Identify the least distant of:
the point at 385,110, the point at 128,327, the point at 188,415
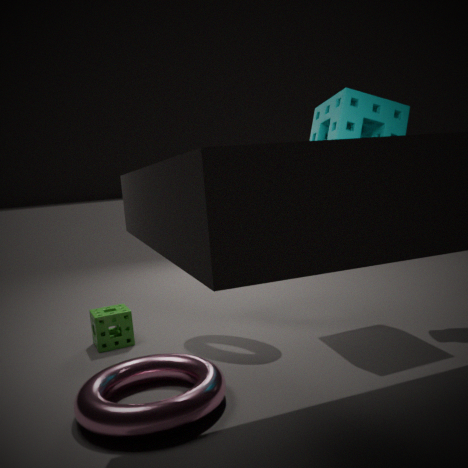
the point at 188,415
